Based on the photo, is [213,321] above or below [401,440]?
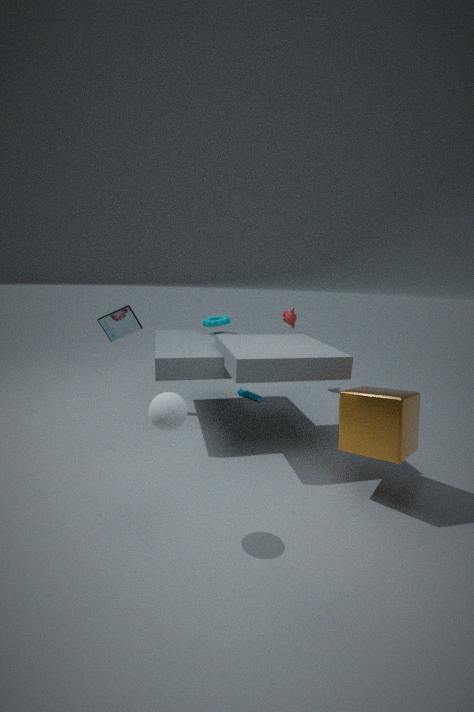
above
